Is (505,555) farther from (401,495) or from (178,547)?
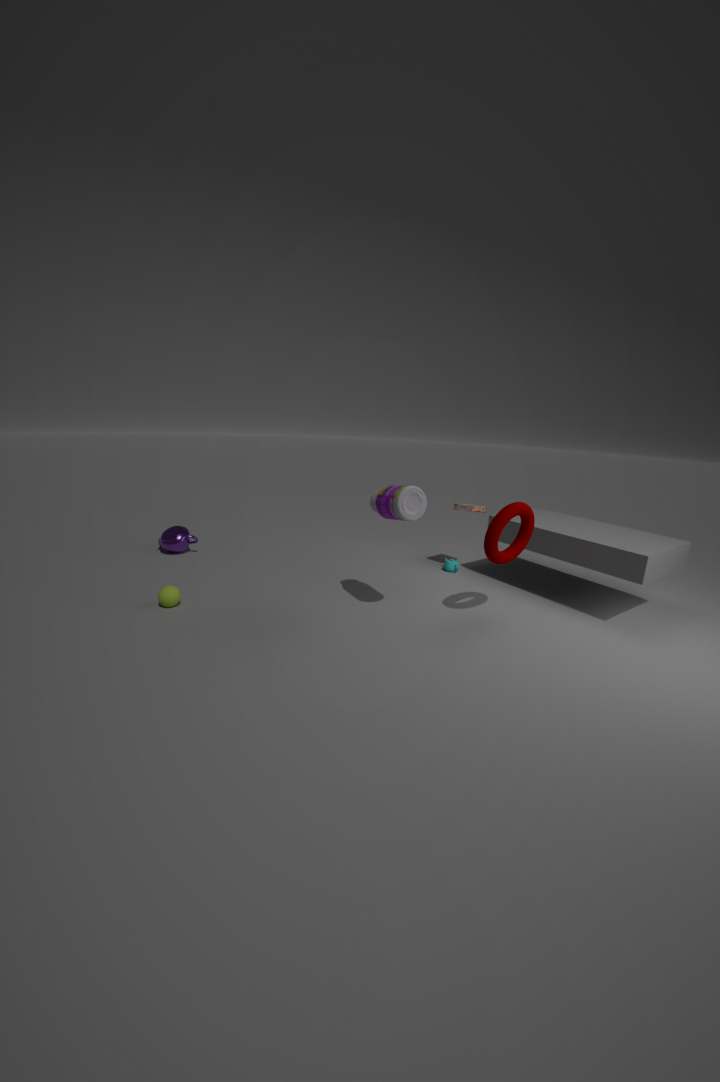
(178,547)
